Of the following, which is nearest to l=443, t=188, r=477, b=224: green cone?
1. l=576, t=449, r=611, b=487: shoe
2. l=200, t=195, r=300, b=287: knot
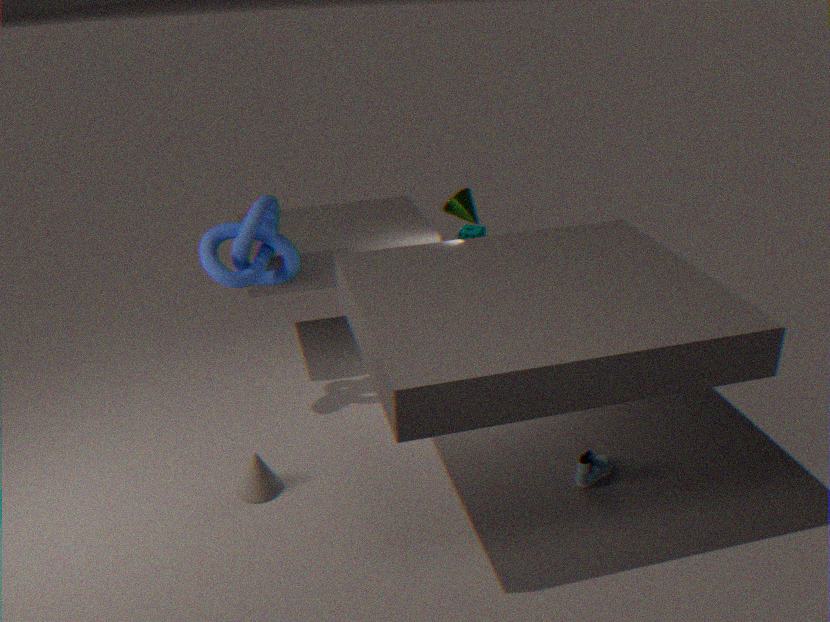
l=200, t=195, r=300, b=287: knot
